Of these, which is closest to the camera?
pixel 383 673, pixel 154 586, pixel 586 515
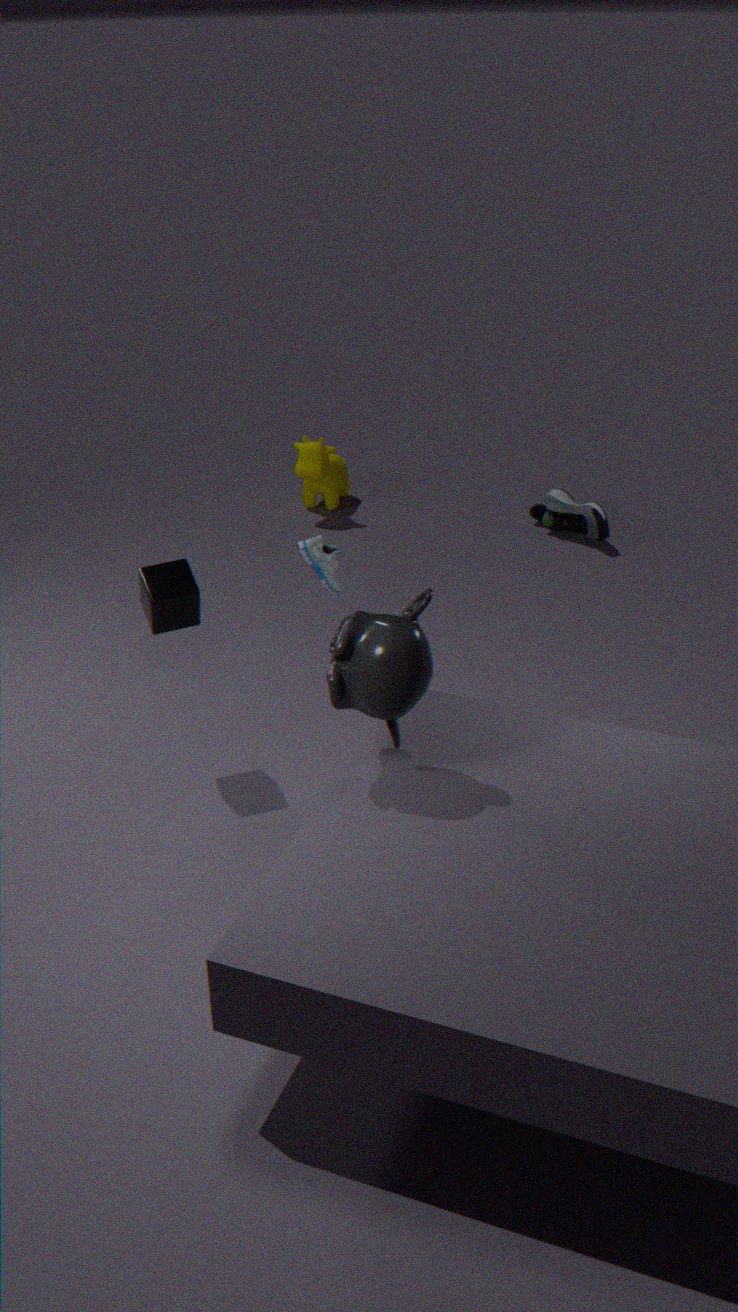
pixel 383 673
